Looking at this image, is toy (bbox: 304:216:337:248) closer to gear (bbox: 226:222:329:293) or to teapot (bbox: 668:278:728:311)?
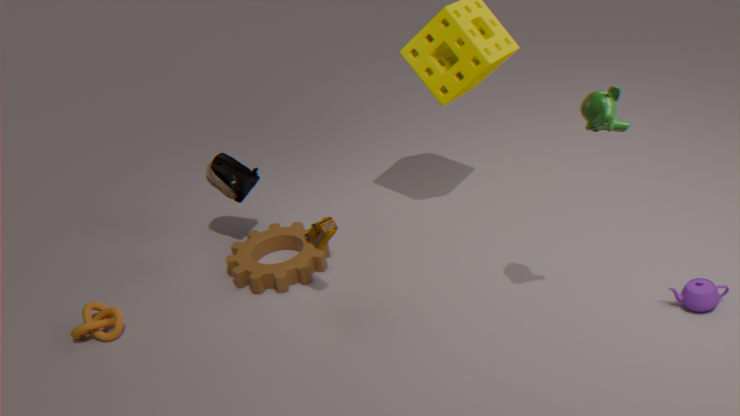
gear (bbox: 226:222:329:293)
